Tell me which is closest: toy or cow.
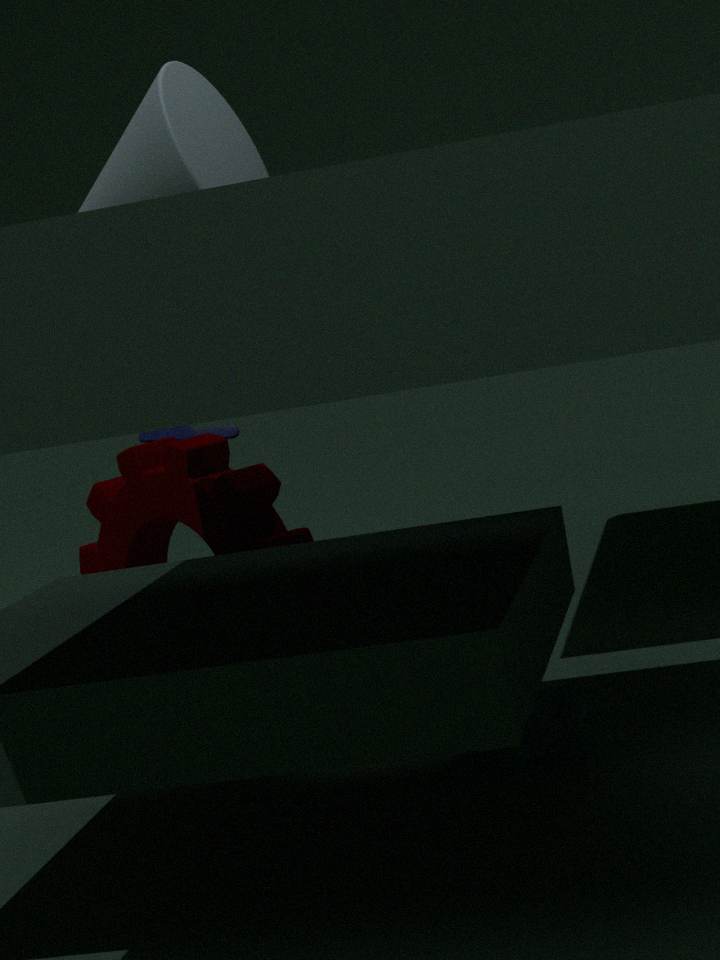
cow
